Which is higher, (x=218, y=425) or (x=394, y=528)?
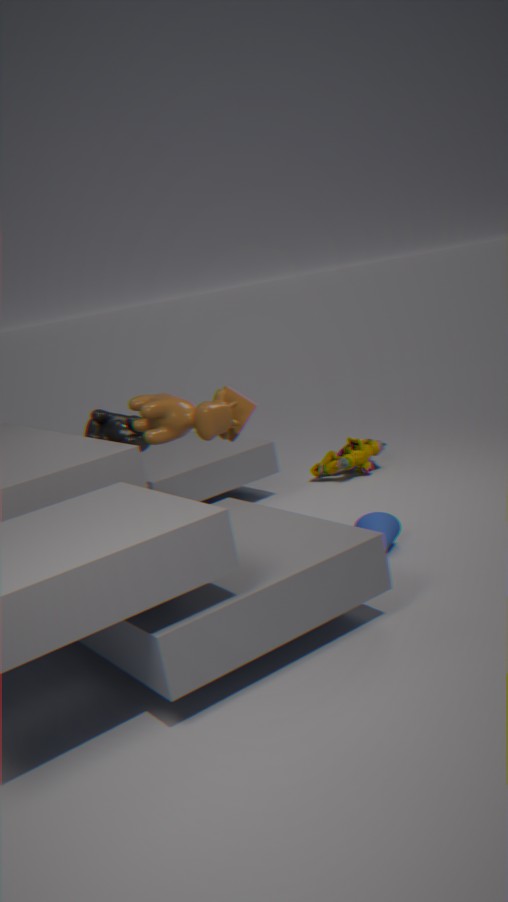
(x=218, y=425)
